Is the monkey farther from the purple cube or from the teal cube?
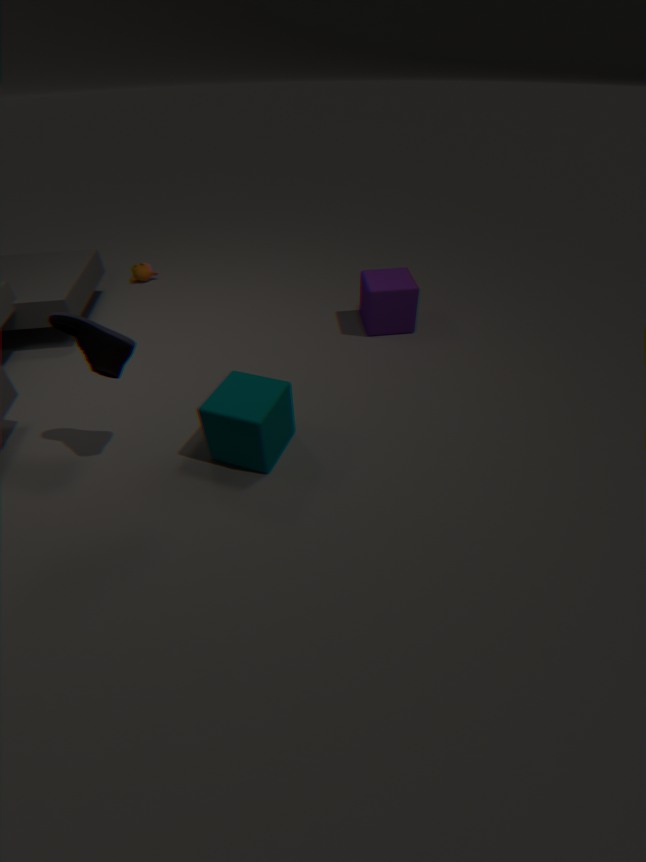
the teal cube
